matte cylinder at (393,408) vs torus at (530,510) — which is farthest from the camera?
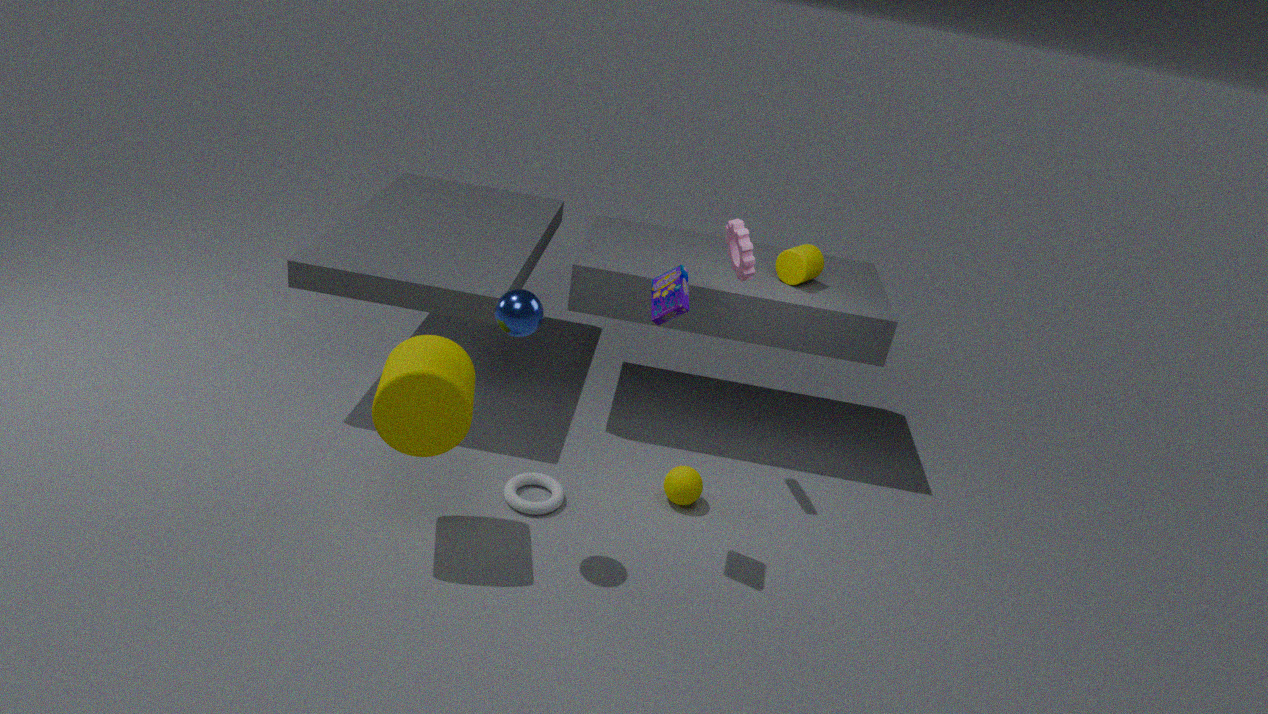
torus at (530,510)
